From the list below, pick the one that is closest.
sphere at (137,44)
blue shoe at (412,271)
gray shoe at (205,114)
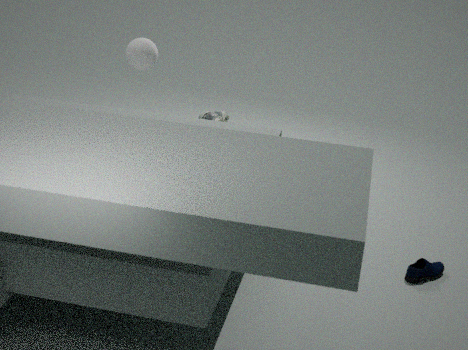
blue shoe at (412,271)
